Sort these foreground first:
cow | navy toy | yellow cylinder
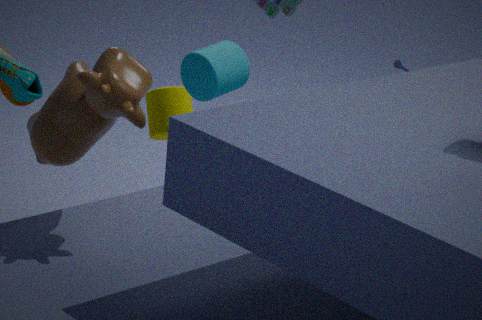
cow, navy toy, yellow cylinder
